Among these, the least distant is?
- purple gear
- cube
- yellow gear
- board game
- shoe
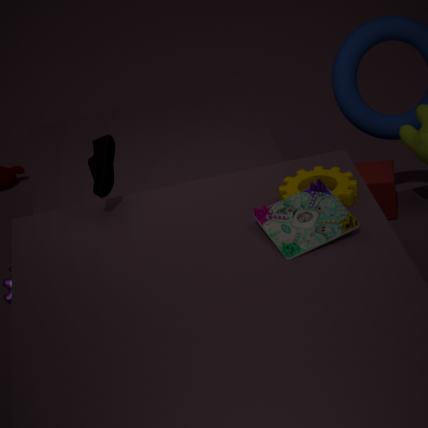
board game
